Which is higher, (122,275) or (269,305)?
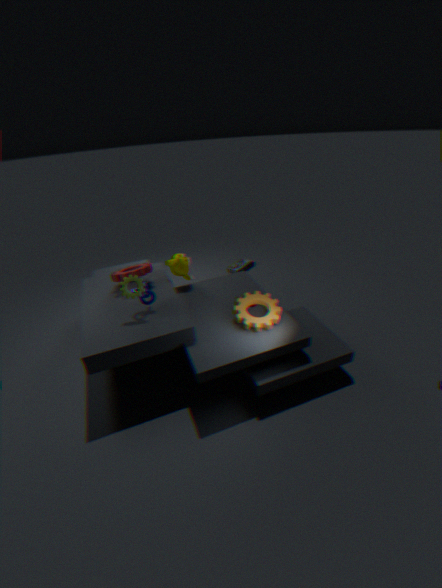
(122,275)
